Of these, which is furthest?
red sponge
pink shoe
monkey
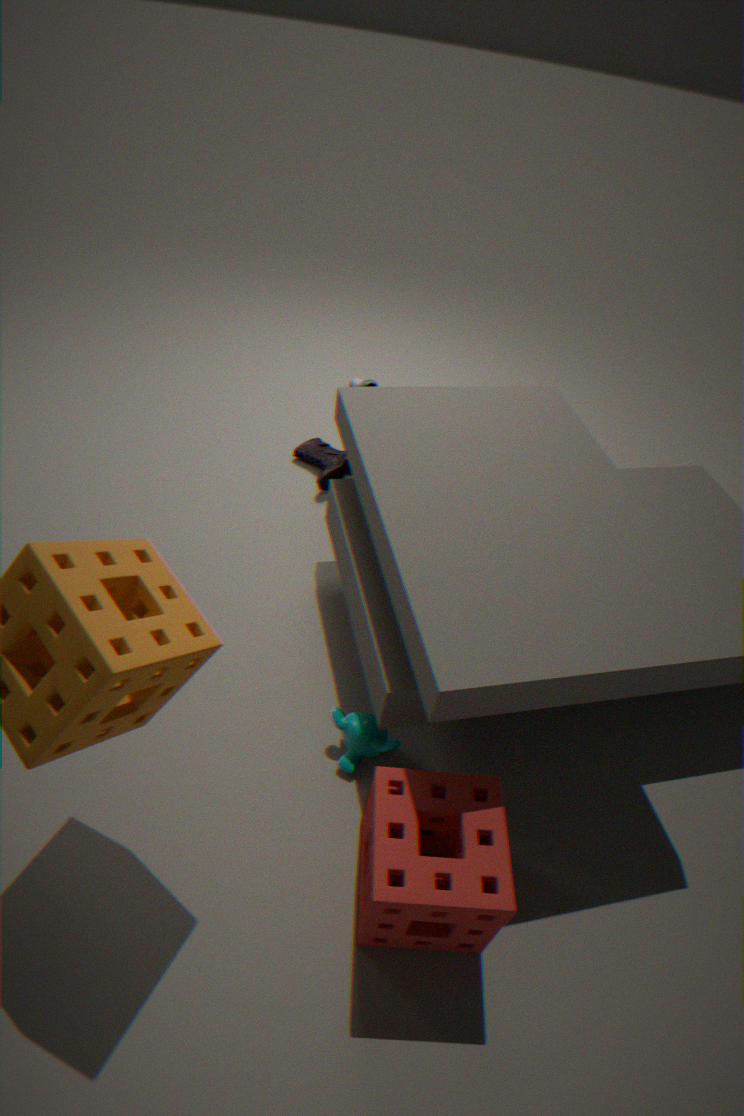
pink shoe
